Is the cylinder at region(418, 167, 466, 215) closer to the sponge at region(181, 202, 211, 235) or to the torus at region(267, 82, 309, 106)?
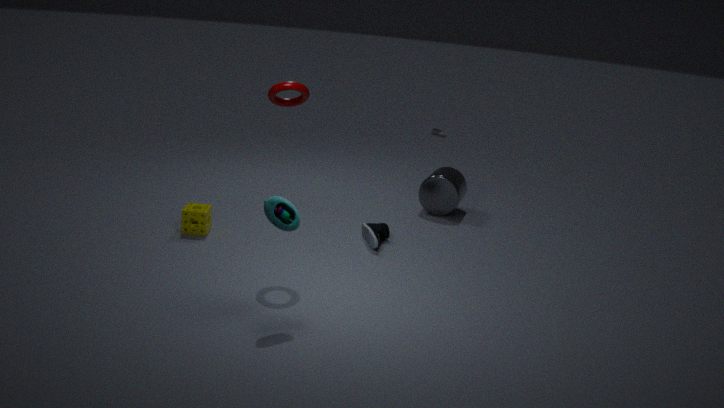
the torus at region(267, 82, 309, 106)
